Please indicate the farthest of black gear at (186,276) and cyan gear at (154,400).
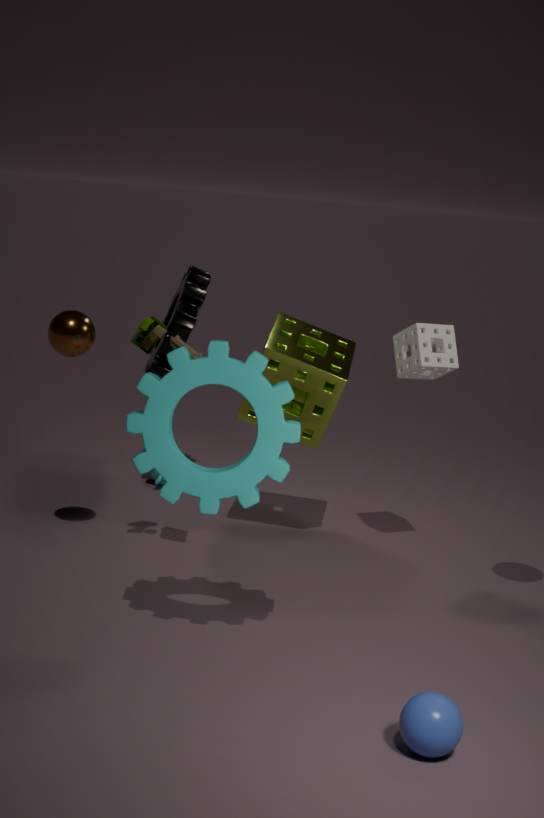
black gear at (186,276)
